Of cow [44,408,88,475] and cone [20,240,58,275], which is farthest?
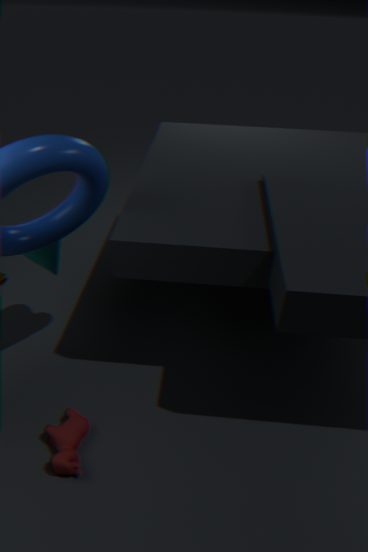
cone [20,240,58,275]
